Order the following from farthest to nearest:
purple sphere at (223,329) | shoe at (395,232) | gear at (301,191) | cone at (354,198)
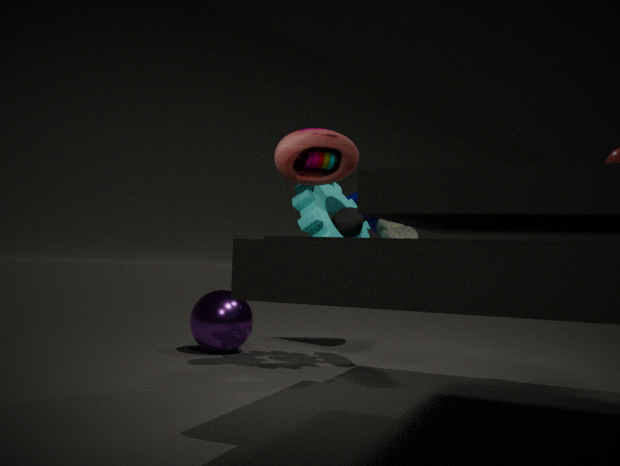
cone at (354,198)
purple sphere at (223,329)
shoe at (395,232)
gear at (301,191)
